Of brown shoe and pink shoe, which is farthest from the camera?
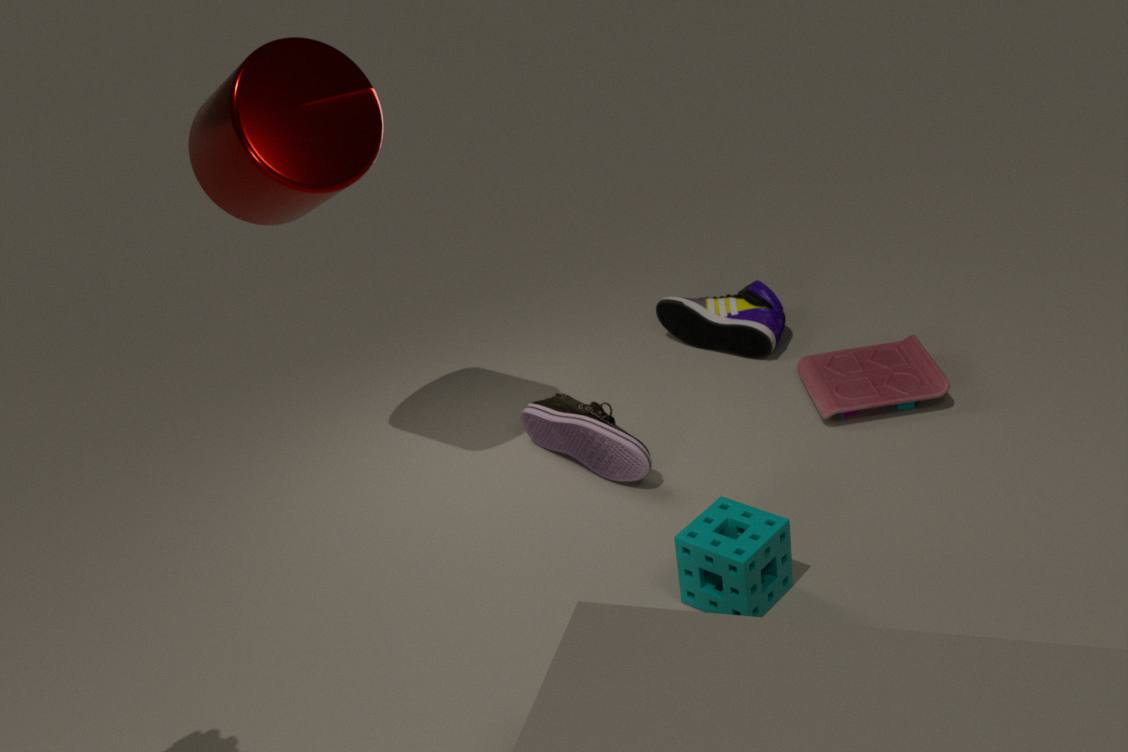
brown shoe
